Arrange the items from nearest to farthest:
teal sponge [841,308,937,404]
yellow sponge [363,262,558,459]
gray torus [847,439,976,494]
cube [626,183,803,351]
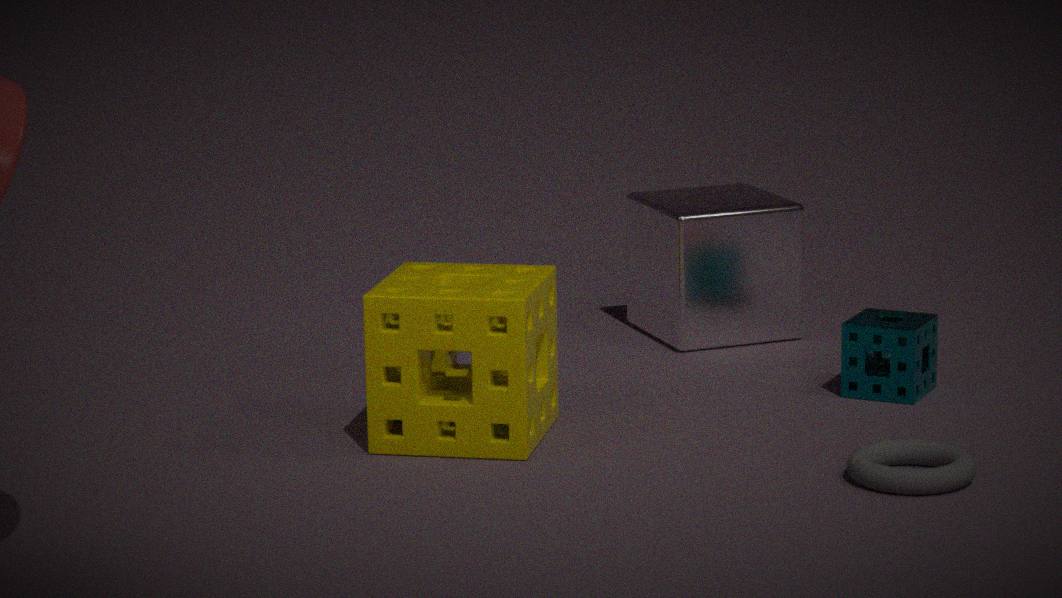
gray torus [847,439,976,494], yellow sponge [363,262,558,459], teal sponge [841,308,937,404], cube [626,183,803,351]
